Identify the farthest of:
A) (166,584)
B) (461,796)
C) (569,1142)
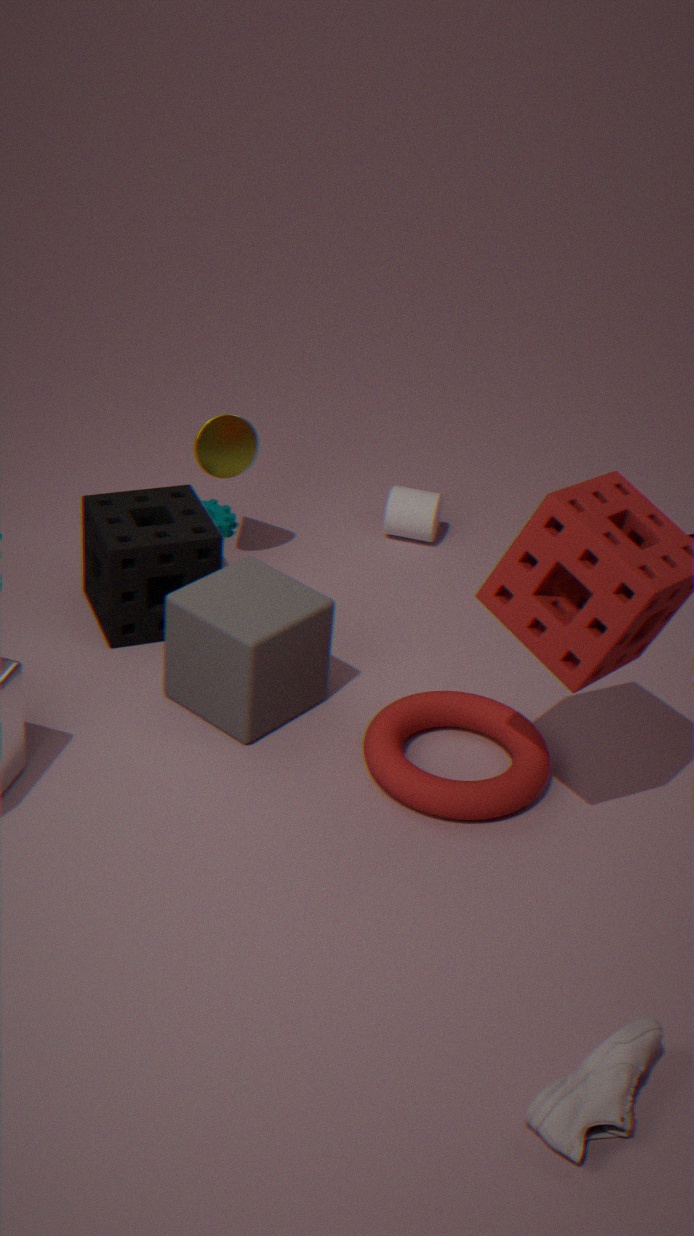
(166,584)
